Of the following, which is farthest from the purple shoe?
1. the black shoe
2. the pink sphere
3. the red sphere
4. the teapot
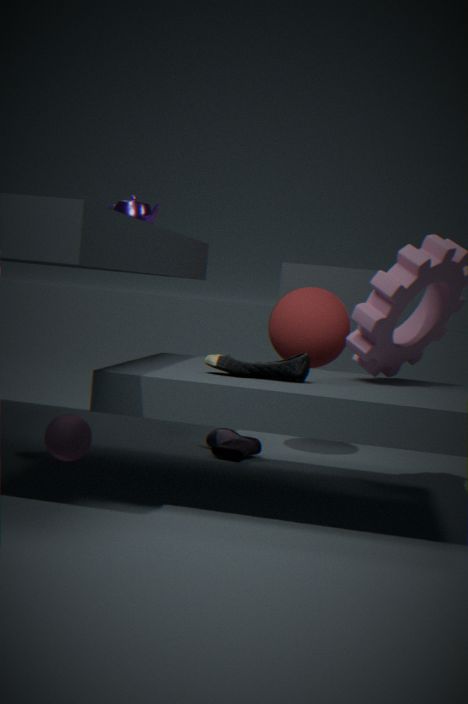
the teapot
